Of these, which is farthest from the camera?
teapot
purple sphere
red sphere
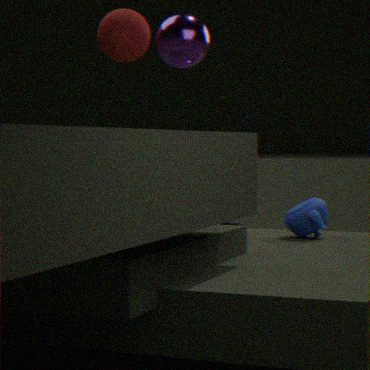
teapot
